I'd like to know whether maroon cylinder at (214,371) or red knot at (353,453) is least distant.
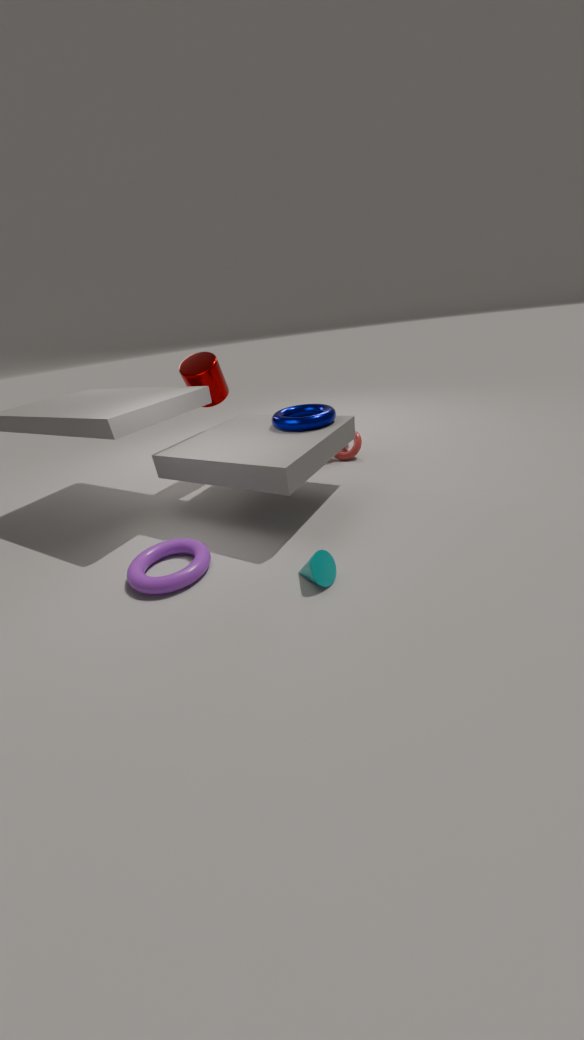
maroon cylinder at (214,371)
